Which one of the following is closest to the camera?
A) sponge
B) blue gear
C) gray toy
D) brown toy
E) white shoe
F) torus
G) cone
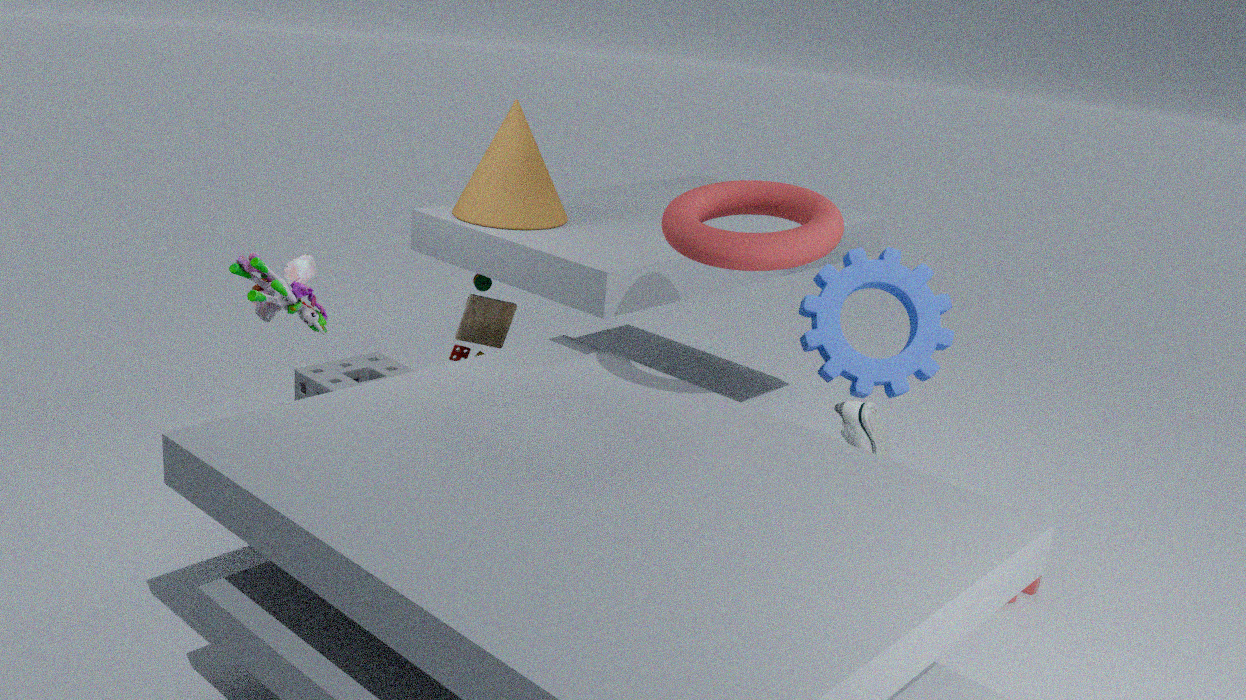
torus
